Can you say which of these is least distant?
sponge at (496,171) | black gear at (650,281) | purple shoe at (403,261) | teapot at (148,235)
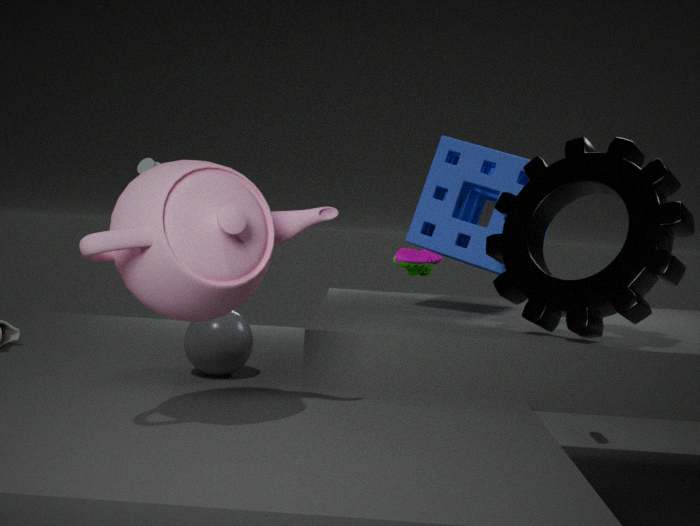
teapot at (148,235)
